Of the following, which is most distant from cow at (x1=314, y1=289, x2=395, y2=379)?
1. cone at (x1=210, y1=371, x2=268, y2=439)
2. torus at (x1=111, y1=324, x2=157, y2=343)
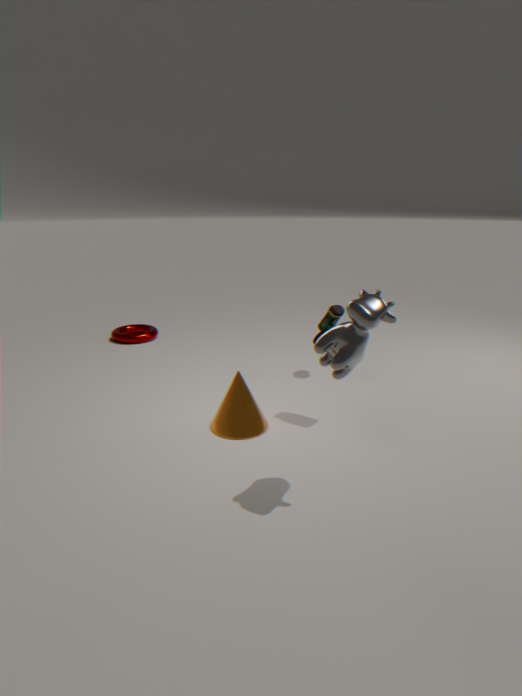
torus at (x1=111, y1=324, x2=157, y2=343)
